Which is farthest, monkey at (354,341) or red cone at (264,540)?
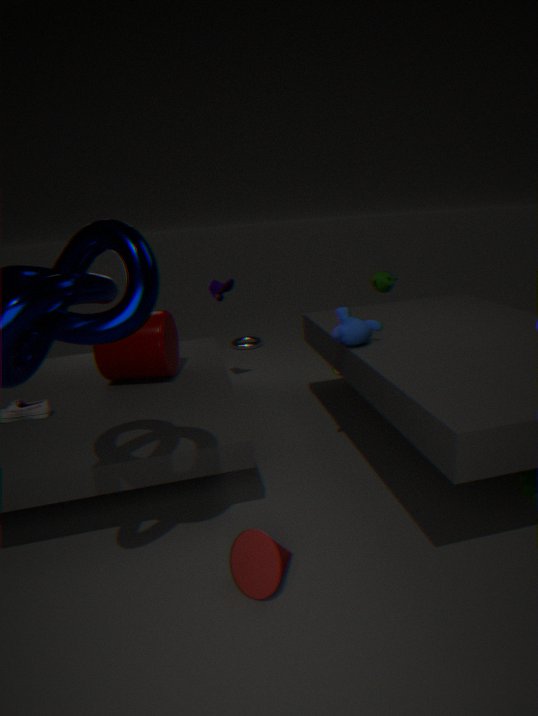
monkey at (354,341)
